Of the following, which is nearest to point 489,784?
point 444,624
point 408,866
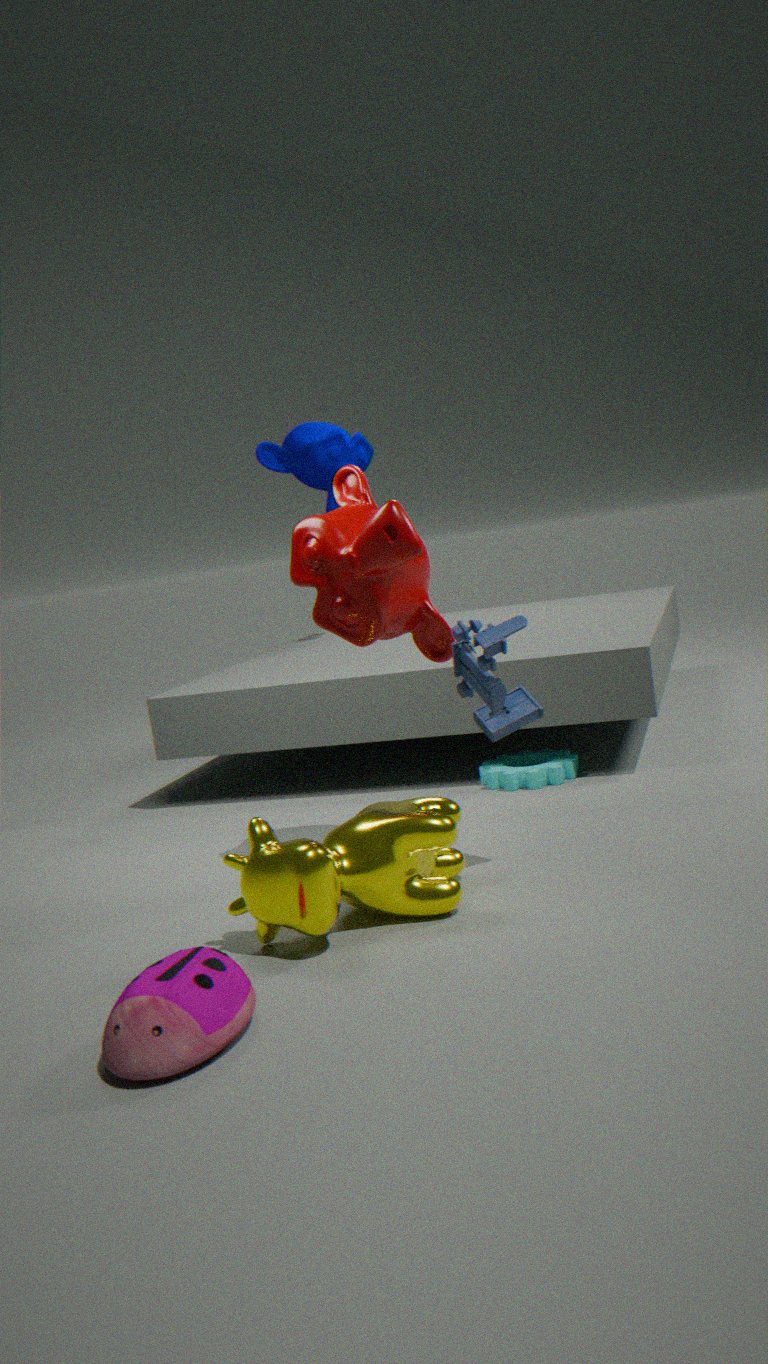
point 444,624
